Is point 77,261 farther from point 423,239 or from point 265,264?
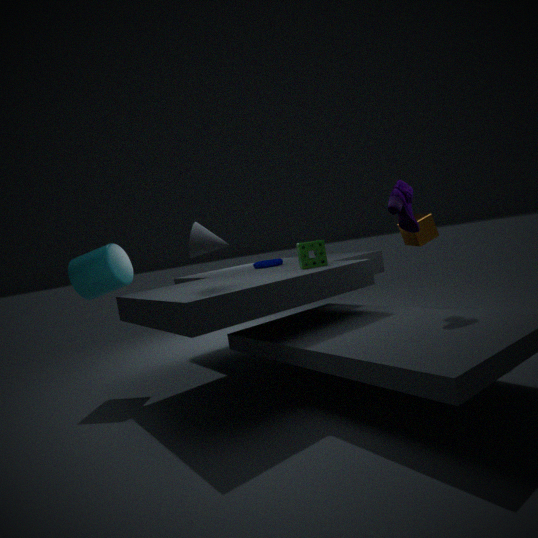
point 423,239
